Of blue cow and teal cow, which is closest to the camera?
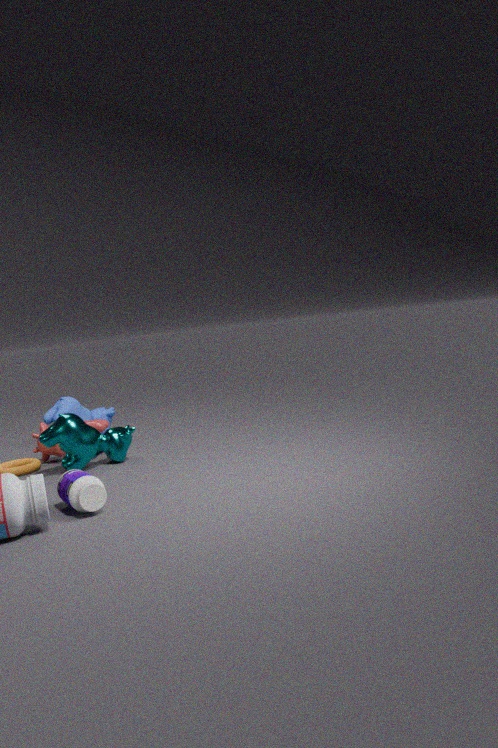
teal cow
